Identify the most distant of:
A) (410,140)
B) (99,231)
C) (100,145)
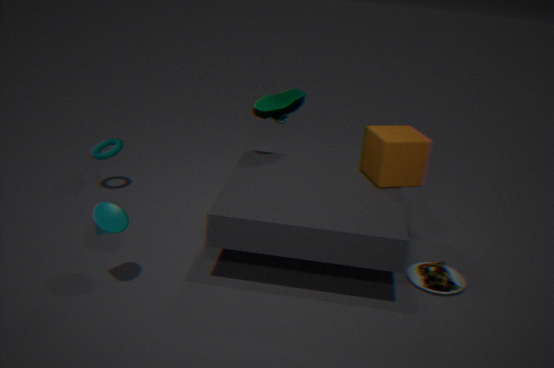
(100,145)
